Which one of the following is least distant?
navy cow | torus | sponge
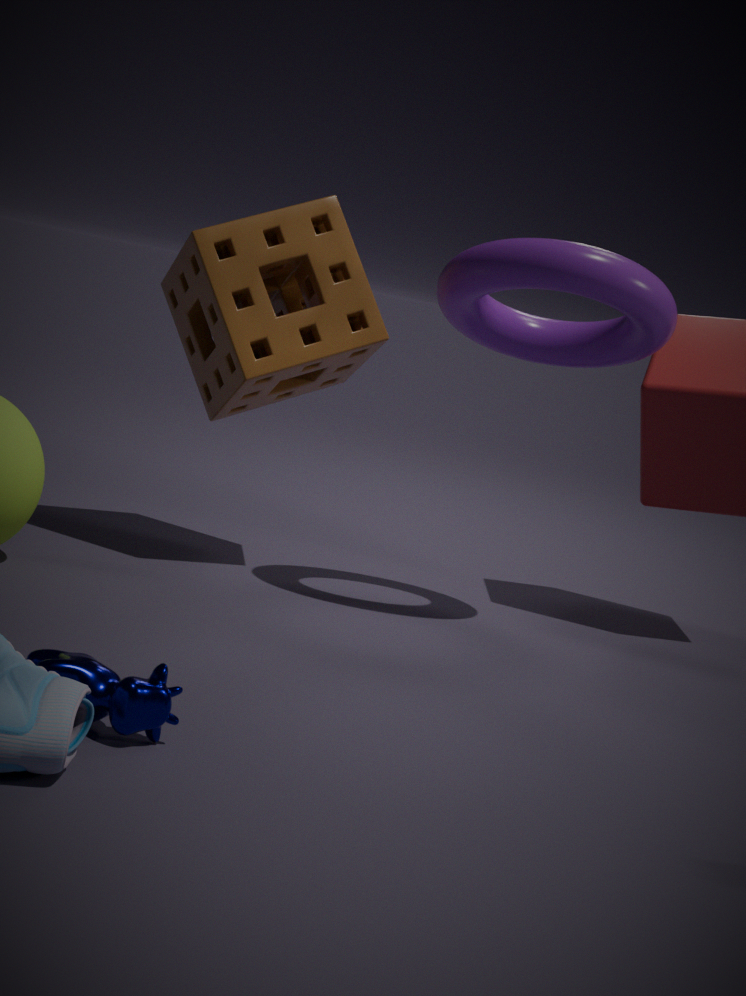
navy cow
